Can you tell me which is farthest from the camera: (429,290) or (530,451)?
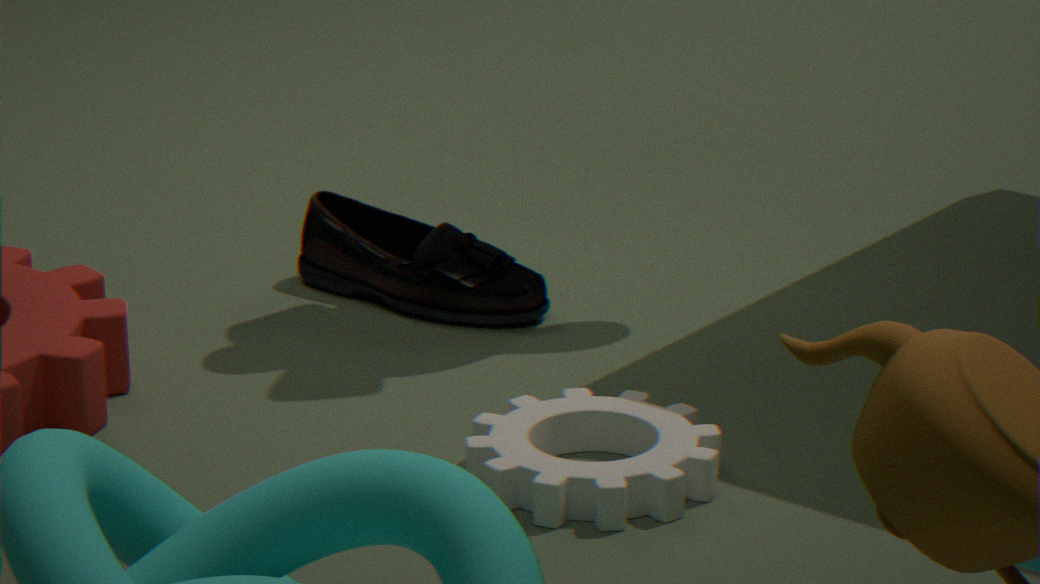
(429,290)
